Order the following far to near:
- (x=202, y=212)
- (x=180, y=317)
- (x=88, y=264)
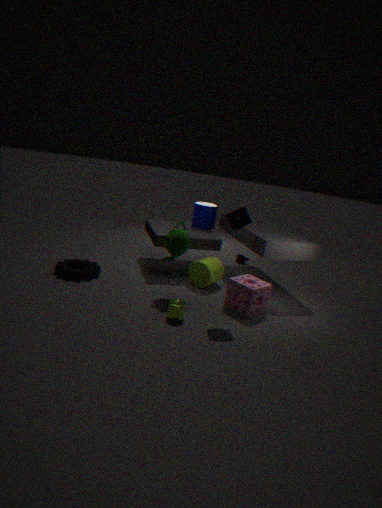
(x=202, y=212)
(x=88, y=264)
(x=180, y=317)
